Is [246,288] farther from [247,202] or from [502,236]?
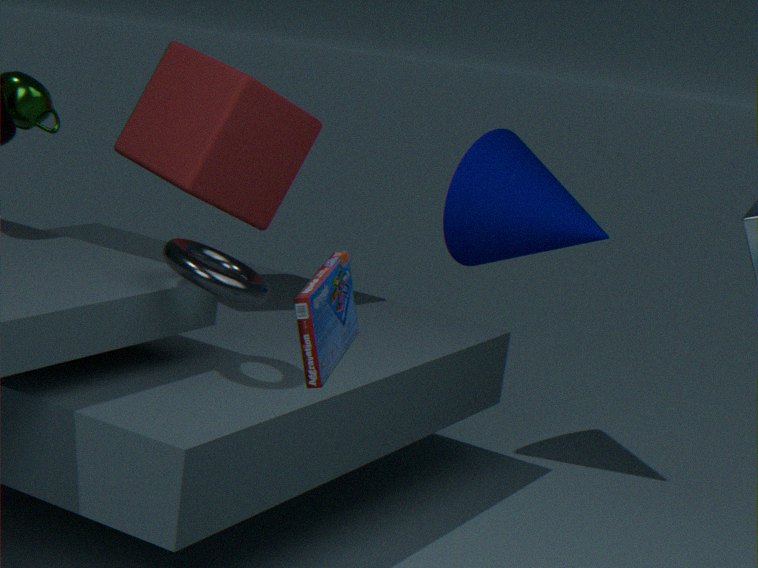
[502,236]
